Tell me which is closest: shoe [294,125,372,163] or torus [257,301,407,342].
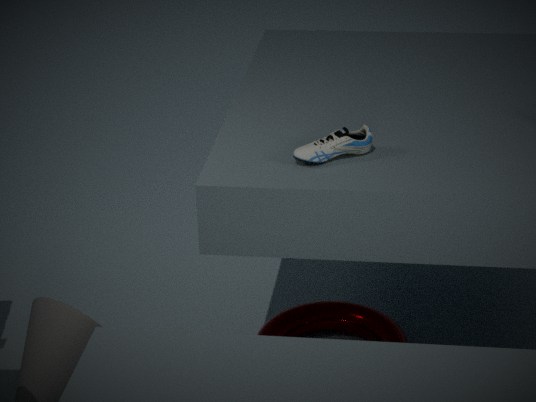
shoe [294,125,372,163]
